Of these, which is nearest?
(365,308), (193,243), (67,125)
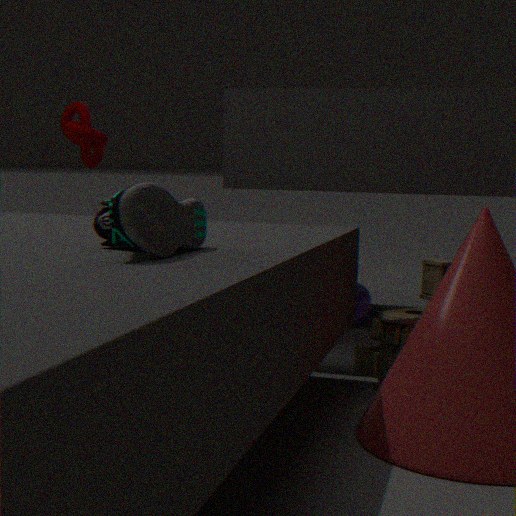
(193,243)
